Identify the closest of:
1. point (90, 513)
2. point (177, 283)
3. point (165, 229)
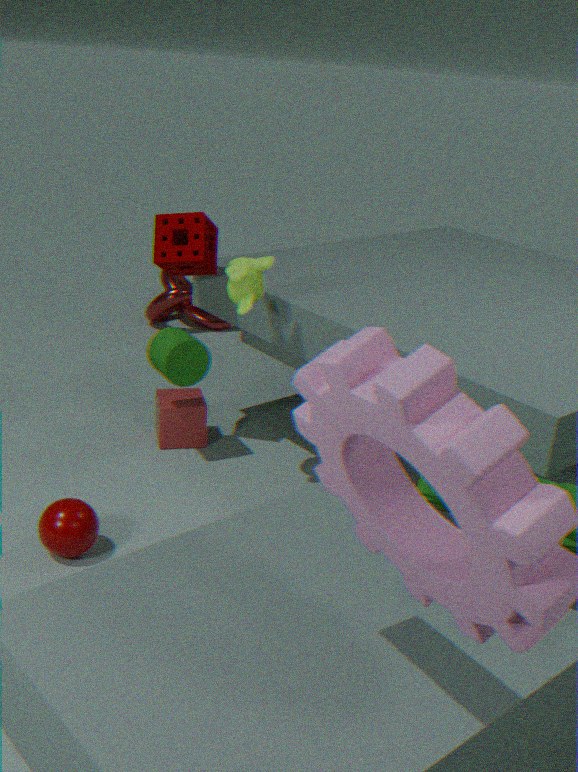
point (90, 513)
